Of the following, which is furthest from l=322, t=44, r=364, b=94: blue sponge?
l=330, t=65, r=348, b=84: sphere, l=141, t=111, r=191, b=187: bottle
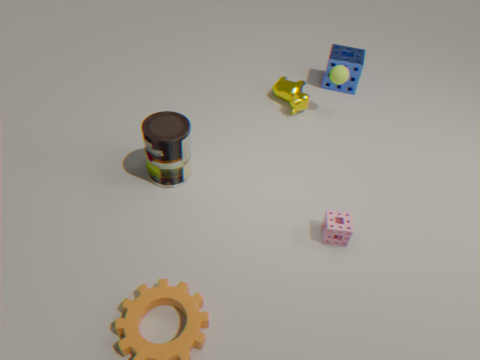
l=141, t=111, r=191, b=187: bottle
